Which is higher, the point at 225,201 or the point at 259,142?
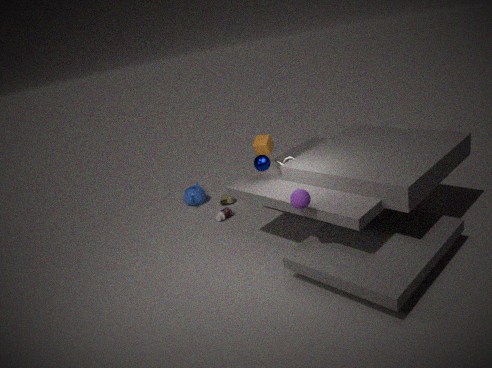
the point at 259,142
